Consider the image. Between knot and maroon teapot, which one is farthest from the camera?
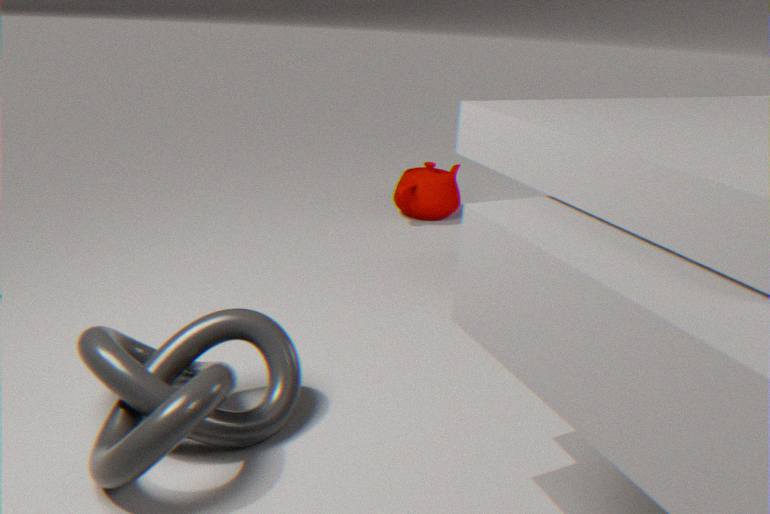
maroon teapot
